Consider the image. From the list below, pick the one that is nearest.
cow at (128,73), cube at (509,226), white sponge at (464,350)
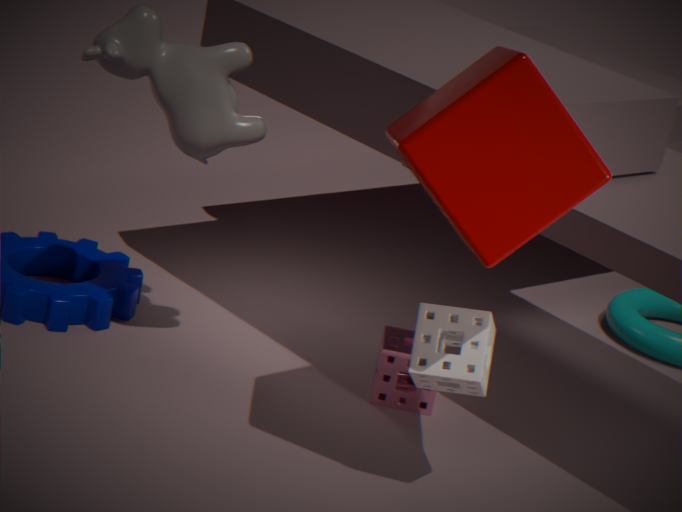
cube at (509,226)
